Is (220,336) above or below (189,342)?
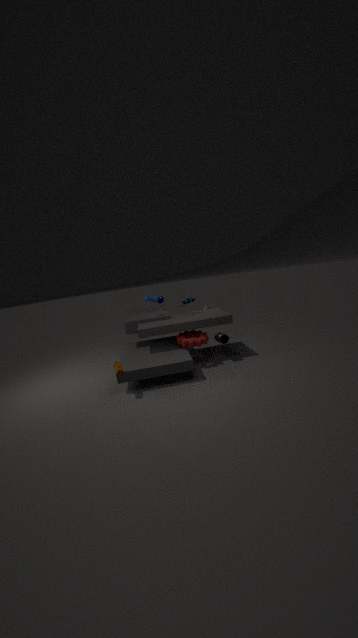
below
